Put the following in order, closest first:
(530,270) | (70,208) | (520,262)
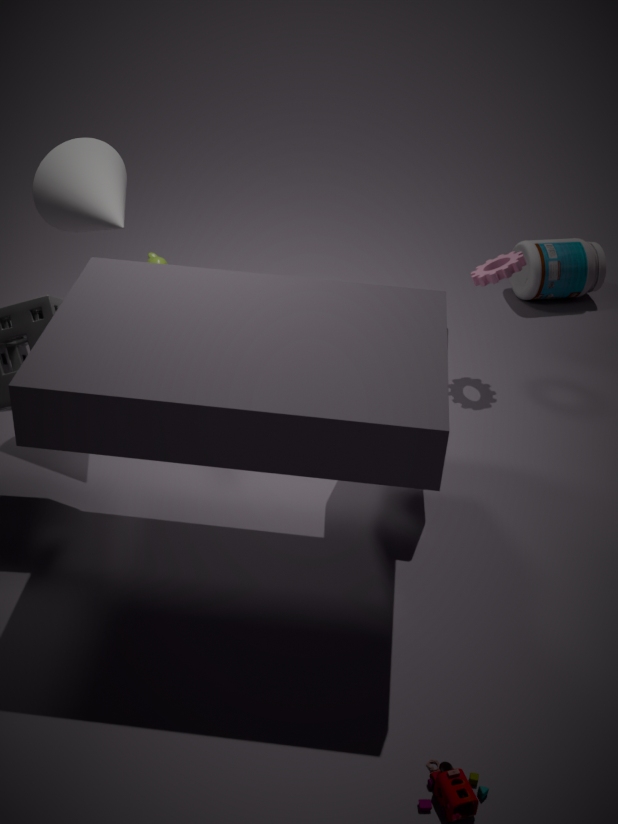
(70,208)
(520,262)
(530,270)
